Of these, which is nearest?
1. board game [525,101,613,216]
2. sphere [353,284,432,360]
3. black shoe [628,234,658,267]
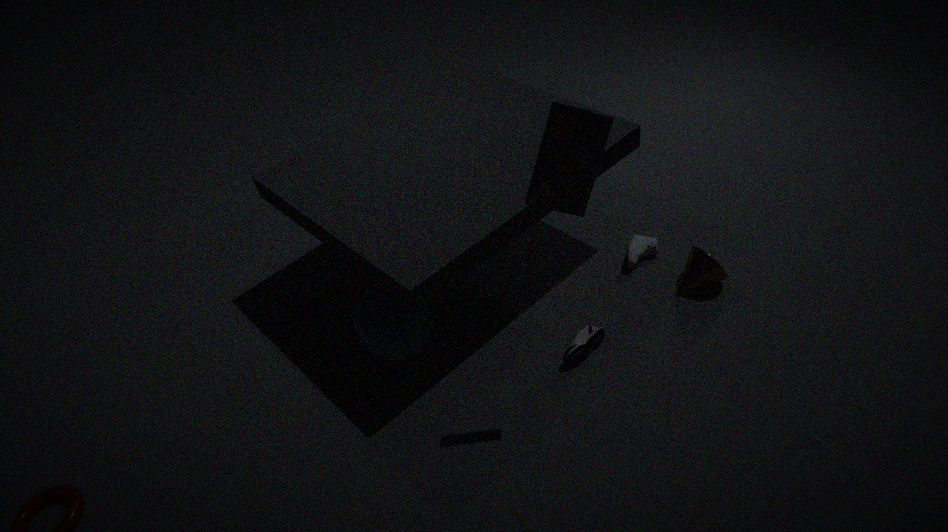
board game [525,101,613,216]
